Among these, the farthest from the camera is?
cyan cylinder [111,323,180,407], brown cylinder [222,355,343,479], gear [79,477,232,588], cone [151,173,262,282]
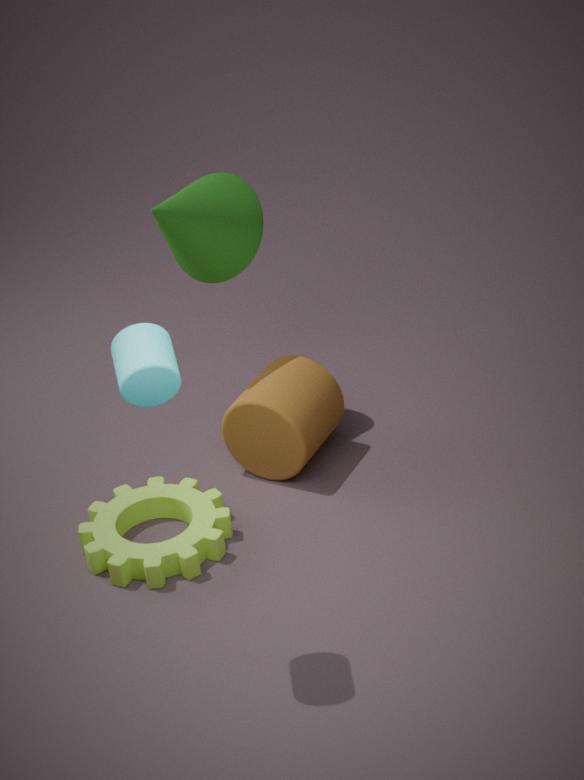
brown cylinder [222,355,343,479]
